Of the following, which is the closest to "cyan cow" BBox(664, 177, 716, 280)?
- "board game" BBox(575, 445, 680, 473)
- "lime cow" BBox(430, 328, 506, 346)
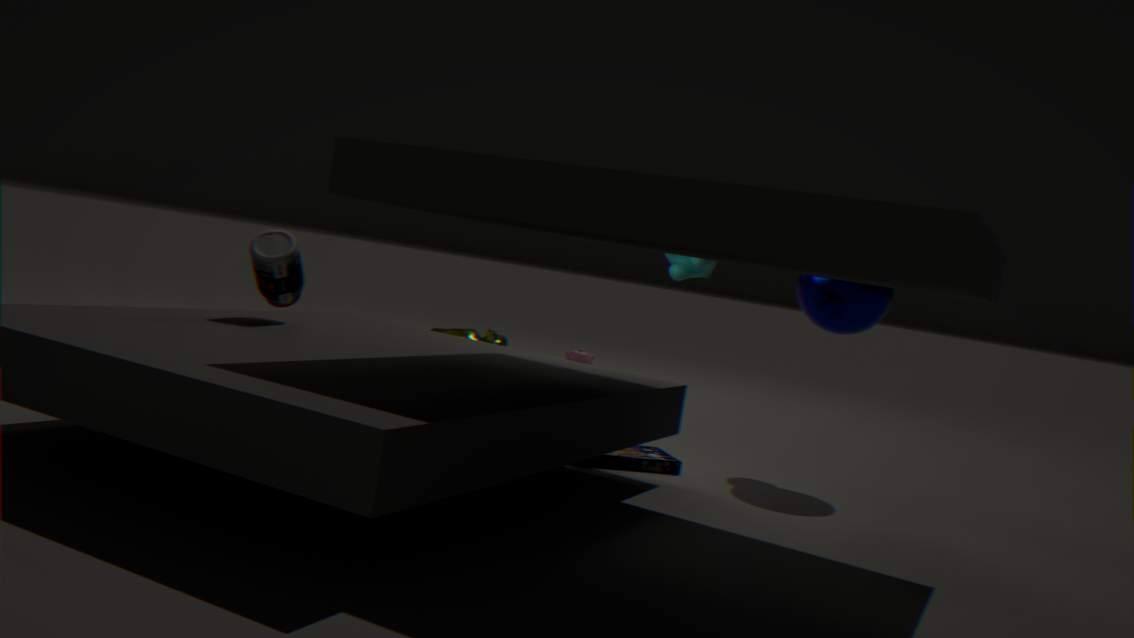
"board game" BBox(575, 445, 680, 473)
